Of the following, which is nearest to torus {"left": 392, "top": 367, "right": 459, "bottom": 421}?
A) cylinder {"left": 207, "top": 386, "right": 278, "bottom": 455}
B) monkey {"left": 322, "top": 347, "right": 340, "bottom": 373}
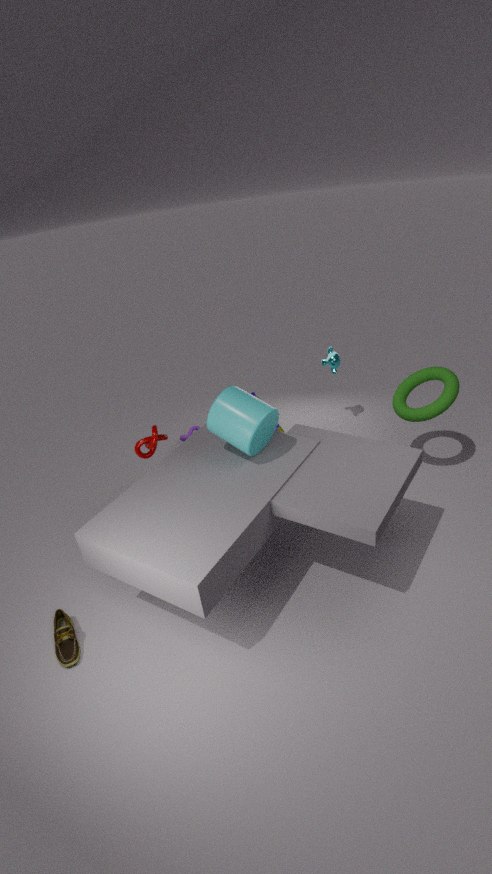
monkey {"left": 322, "top": 347, "right": 340, "bottom": 373}
